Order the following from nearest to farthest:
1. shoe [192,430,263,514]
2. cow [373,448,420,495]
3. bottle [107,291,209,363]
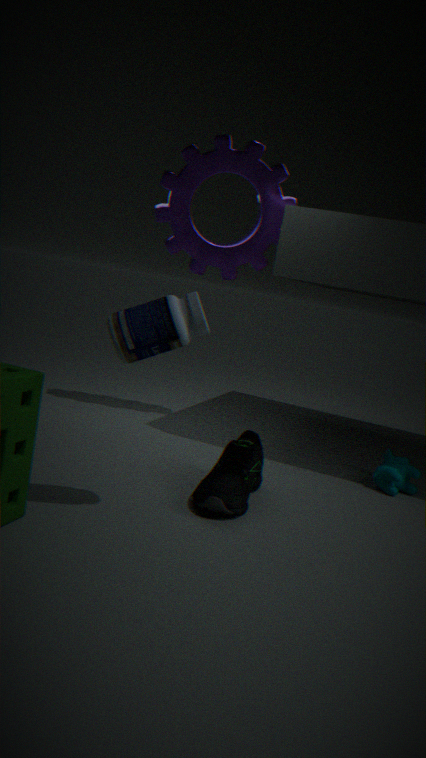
bottle [107,291,209,363], shoe [192,430,263,514], cow [373,448,420,495]
